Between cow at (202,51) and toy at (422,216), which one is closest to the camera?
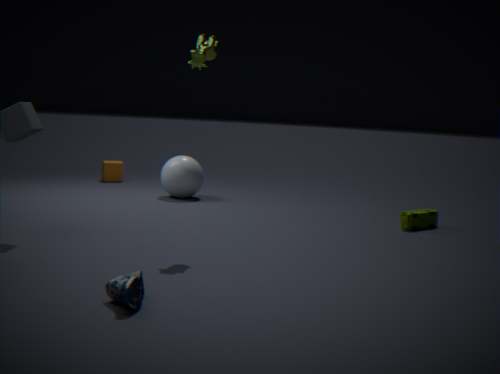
cow at (202,51)
